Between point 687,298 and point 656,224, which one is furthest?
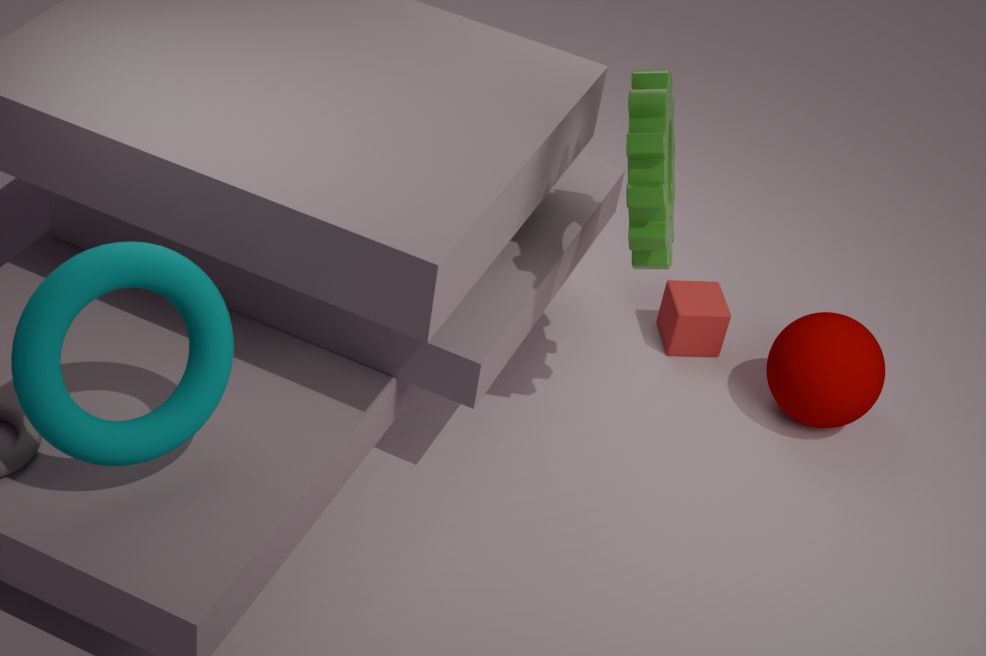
point 687,298
